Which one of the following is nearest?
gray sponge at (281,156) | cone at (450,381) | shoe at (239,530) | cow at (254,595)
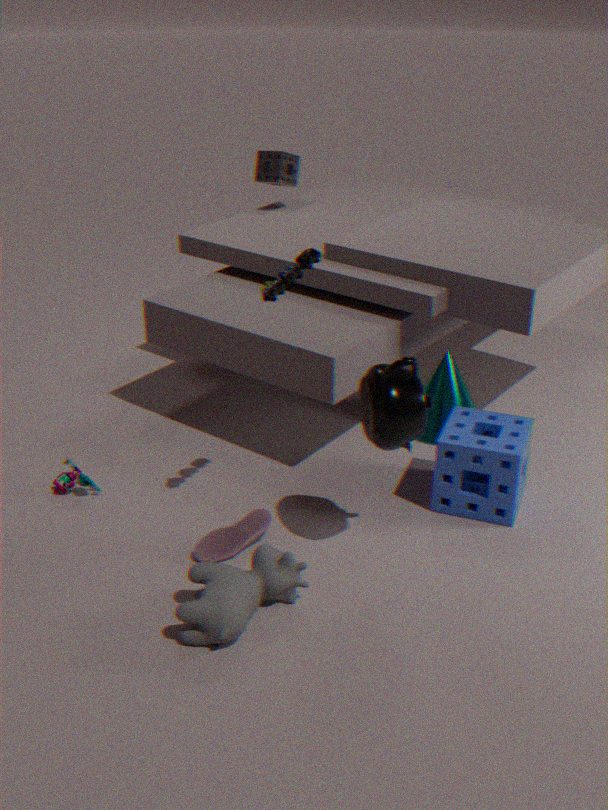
cow at (254,595)
